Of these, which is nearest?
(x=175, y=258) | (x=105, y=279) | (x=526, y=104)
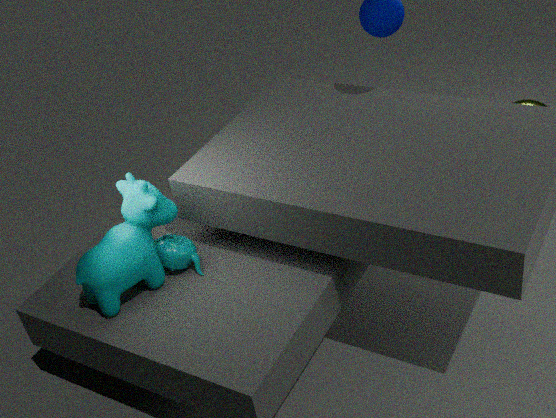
(x=105, y=279)
